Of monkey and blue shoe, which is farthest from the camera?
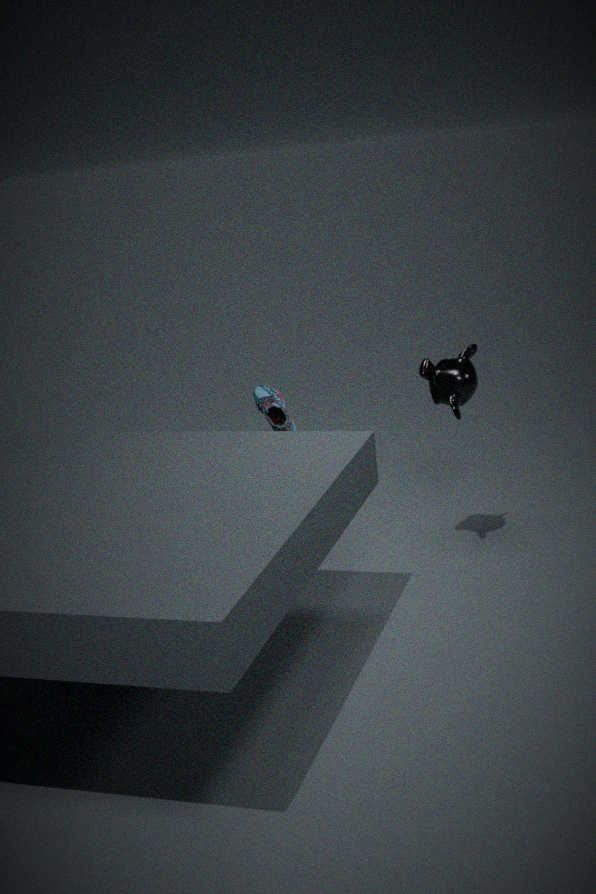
blue shoe
